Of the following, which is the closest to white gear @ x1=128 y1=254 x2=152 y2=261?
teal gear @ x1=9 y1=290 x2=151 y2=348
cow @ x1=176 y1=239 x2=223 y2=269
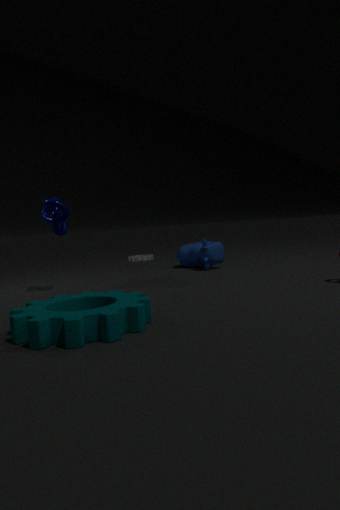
cow @ x1=176 y1=239 x2=223 y2=269
